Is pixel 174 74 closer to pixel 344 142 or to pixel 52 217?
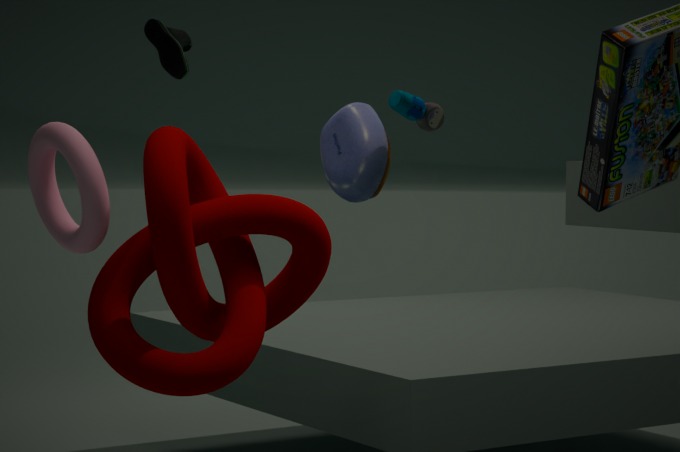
pixel 52 217
